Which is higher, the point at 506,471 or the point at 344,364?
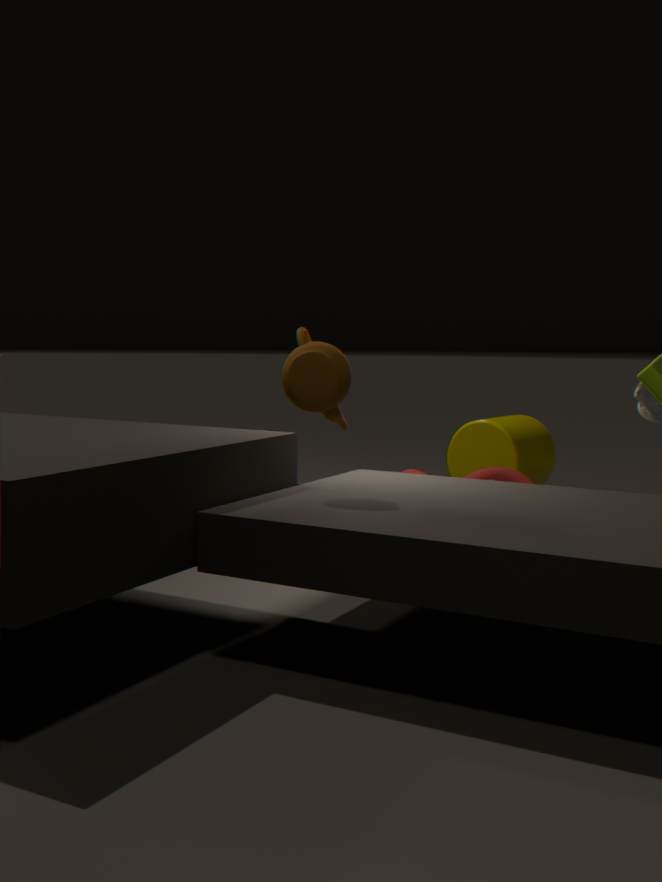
the point at 344,364
